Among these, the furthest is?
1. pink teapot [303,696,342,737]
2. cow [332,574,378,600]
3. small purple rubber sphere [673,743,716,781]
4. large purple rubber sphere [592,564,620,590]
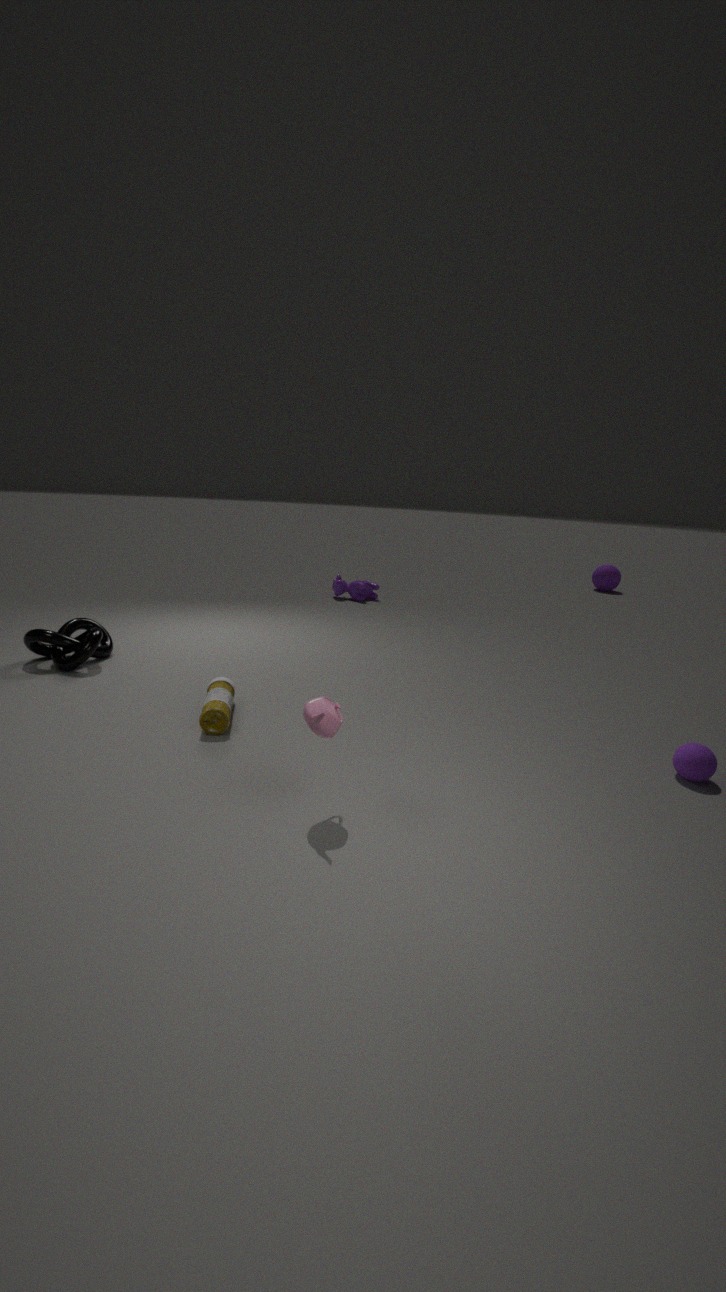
large purple rubber sphere [592,564,620,590]
